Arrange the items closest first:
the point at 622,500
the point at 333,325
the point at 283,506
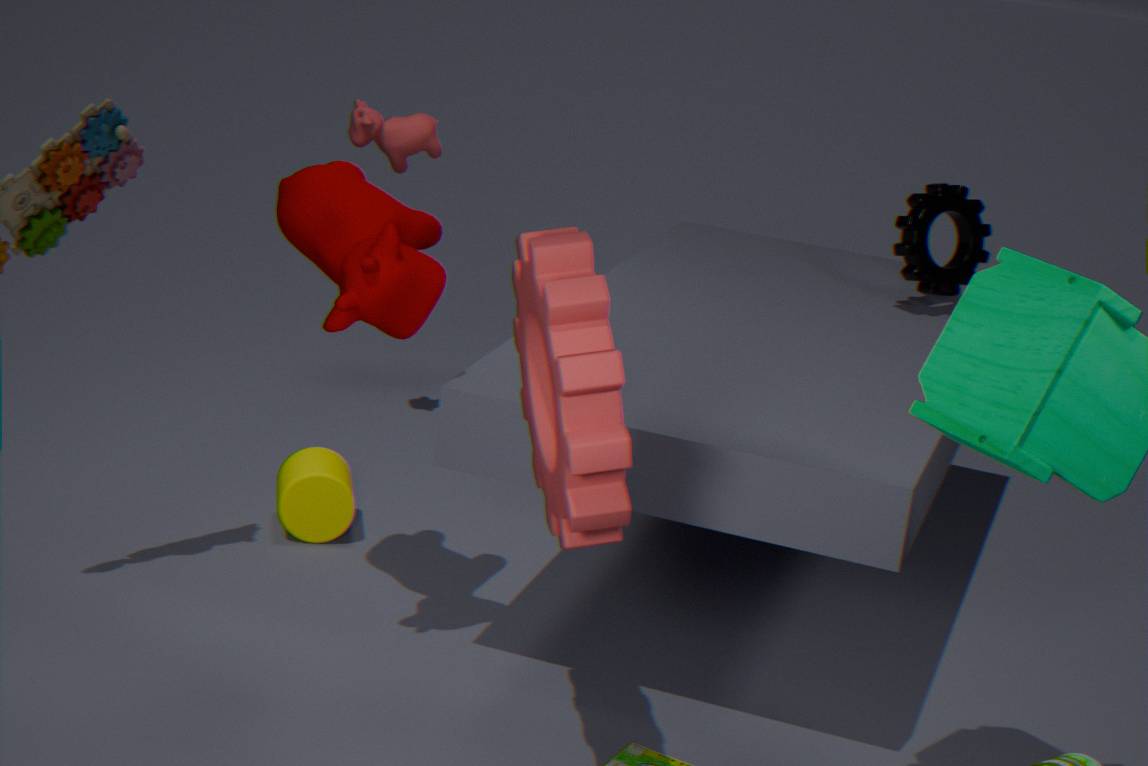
1. the point at 622,500
2. the point at 333,325
3. the point at 283,506
